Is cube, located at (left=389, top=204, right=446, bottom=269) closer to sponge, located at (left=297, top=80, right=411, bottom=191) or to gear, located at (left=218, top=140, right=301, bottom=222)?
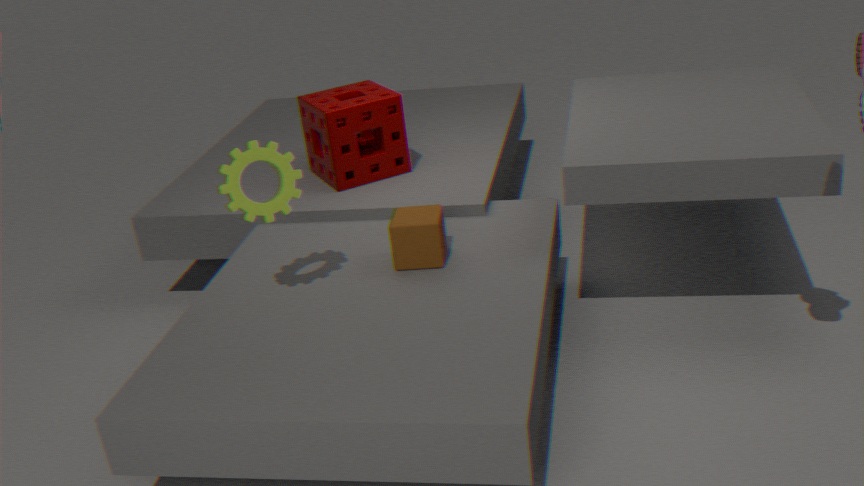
gear, located at (left=218, top=140, right=301, bottom=222)
